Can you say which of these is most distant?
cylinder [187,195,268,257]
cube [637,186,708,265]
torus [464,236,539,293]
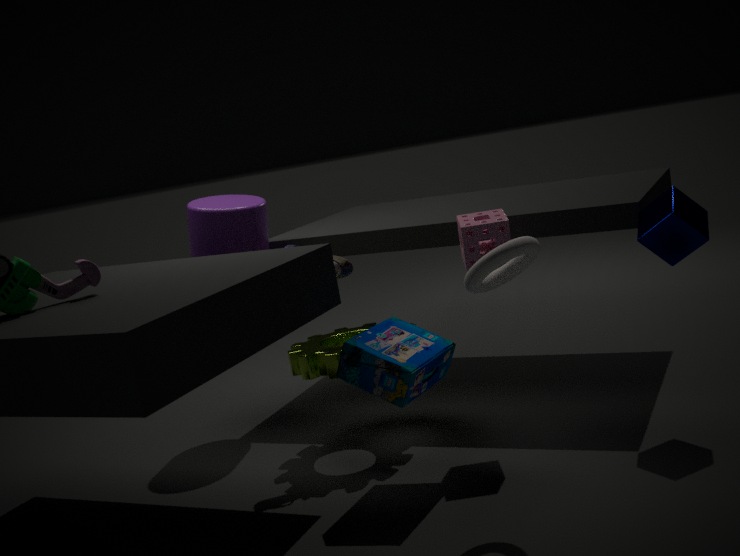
cylinder [187,195,268,257]
